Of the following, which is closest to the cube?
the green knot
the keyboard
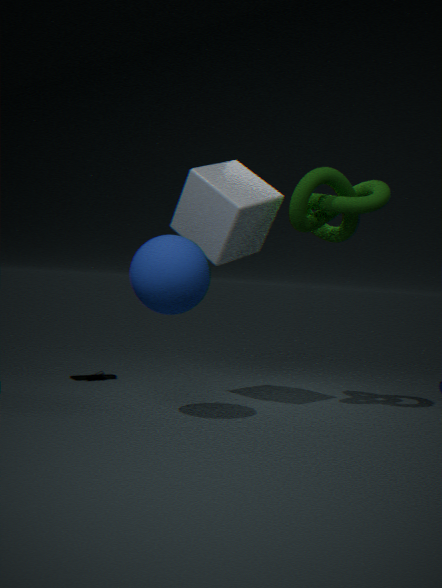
the green knot
